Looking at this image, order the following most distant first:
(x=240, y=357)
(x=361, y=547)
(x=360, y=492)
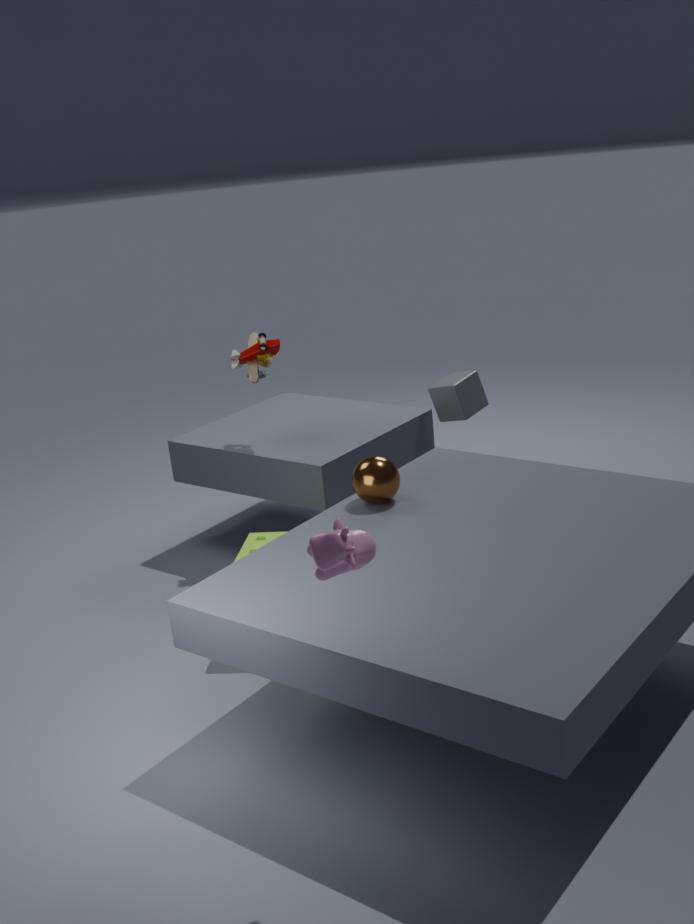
(x=240, y=357) → (x=360, y=492) → (x=361, y=547)
